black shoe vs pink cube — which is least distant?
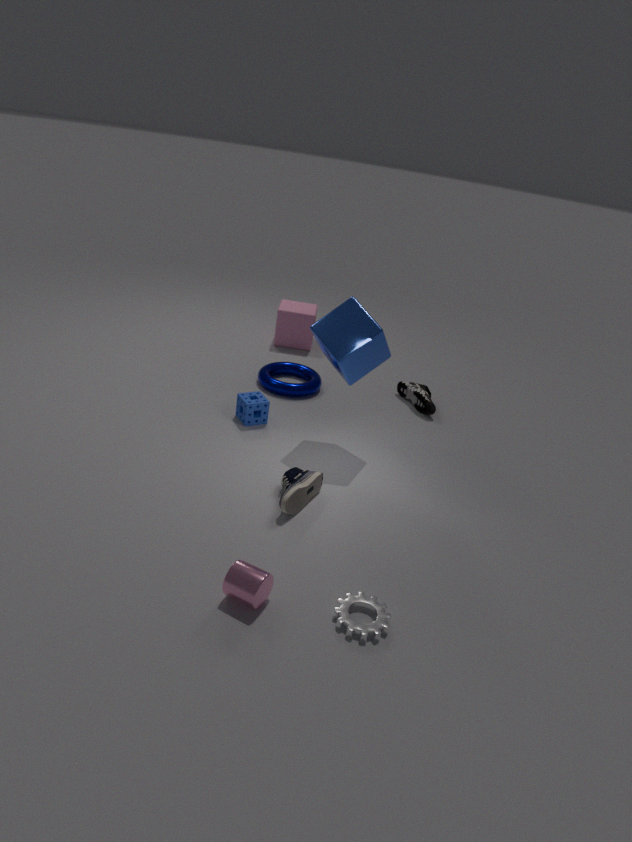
black shoe
